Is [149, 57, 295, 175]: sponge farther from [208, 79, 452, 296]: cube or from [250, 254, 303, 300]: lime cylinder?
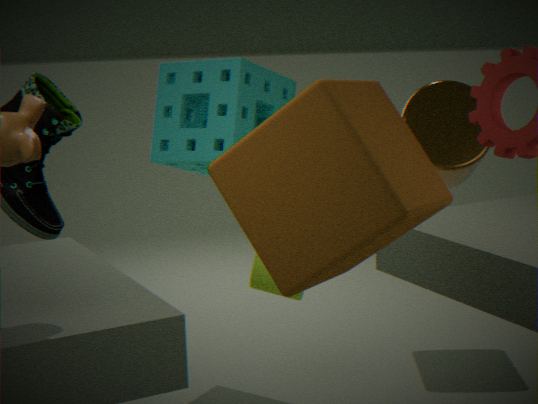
[208, 79, 452, 296]: cube
